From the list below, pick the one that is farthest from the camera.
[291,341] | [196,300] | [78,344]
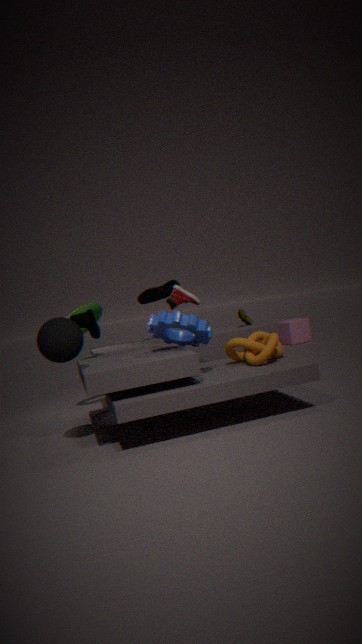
[291,341]
